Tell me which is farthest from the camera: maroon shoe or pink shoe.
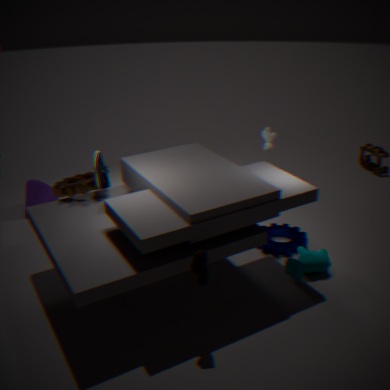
pink shoe
